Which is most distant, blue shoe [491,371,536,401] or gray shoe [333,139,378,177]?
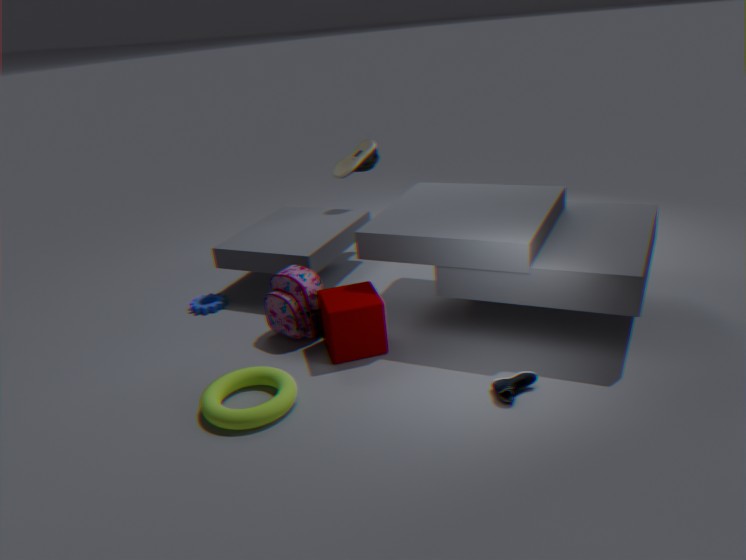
gray shoe [333,139,378,177]
